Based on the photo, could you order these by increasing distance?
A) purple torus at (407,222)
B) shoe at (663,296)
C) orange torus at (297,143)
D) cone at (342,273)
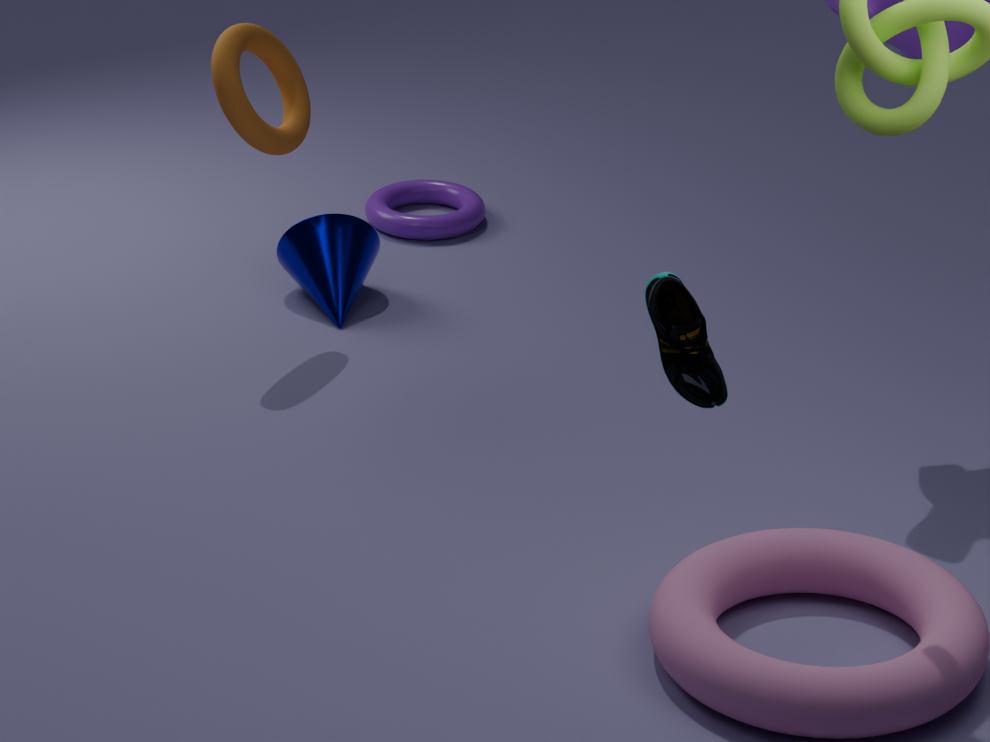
shoe at (663,296)
orange torus at (297,143)
cone at (342,273)
purple torus at (407,222)
